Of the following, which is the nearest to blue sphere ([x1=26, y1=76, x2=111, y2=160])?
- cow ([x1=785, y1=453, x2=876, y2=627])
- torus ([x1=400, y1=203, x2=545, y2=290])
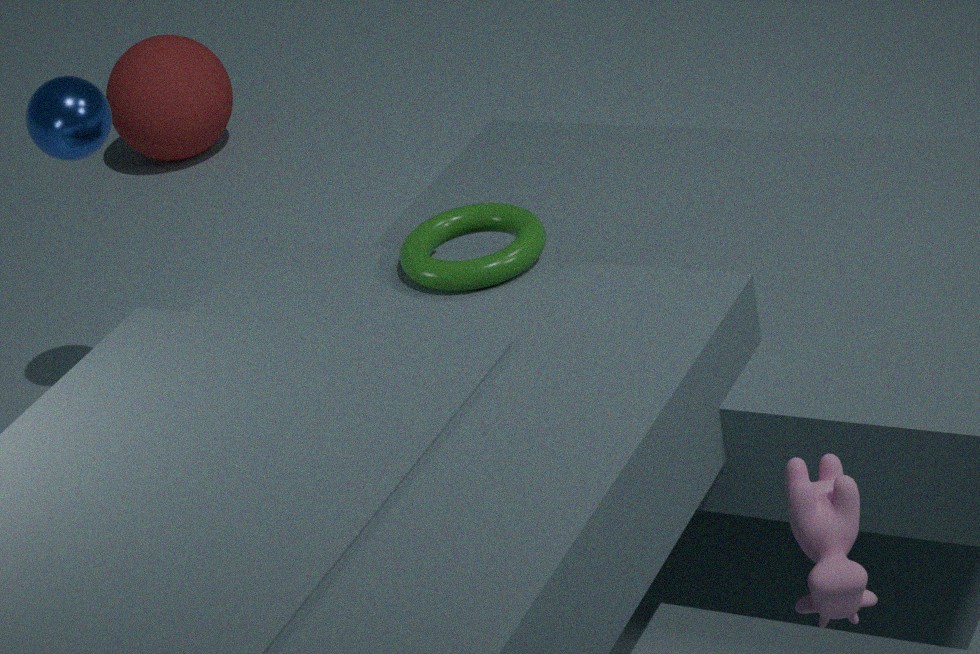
torus ([x1=400, y1=203, x2=545, y2=290])
